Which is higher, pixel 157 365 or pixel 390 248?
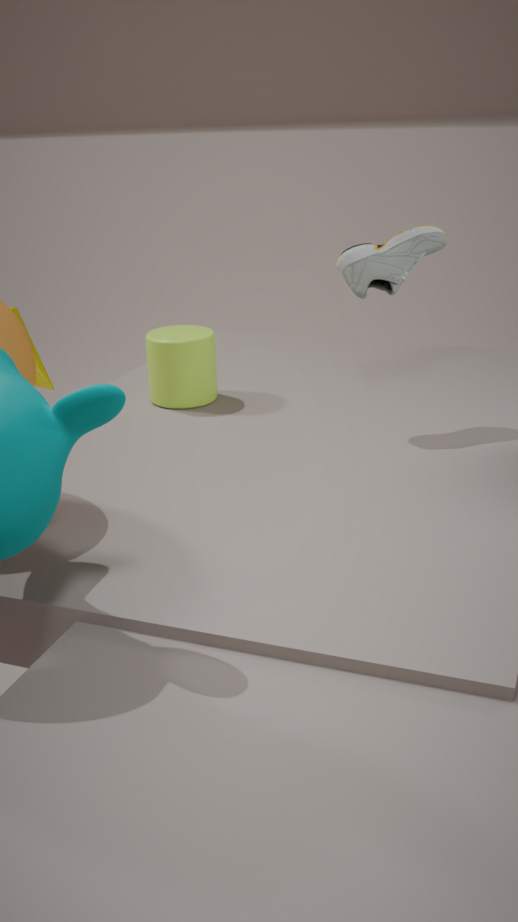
pixel 390 248
